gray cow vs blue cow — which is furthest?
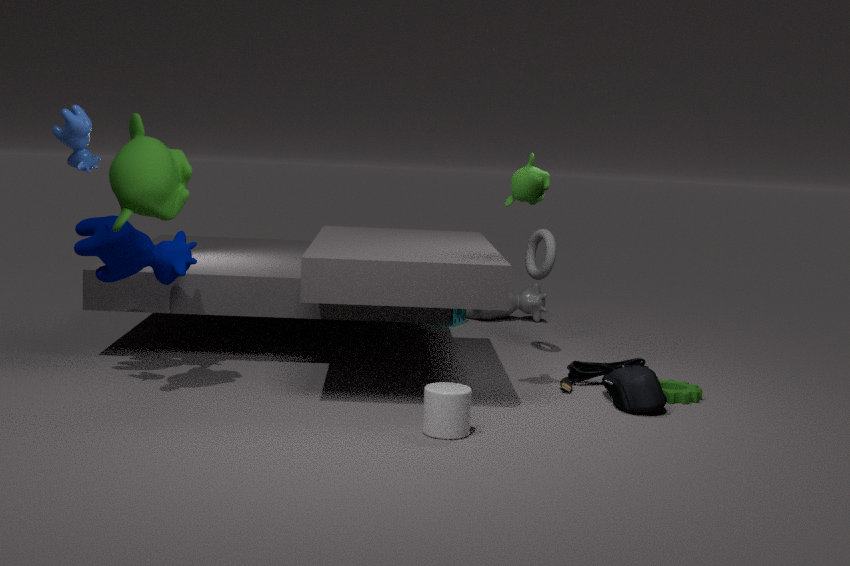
gray cow
